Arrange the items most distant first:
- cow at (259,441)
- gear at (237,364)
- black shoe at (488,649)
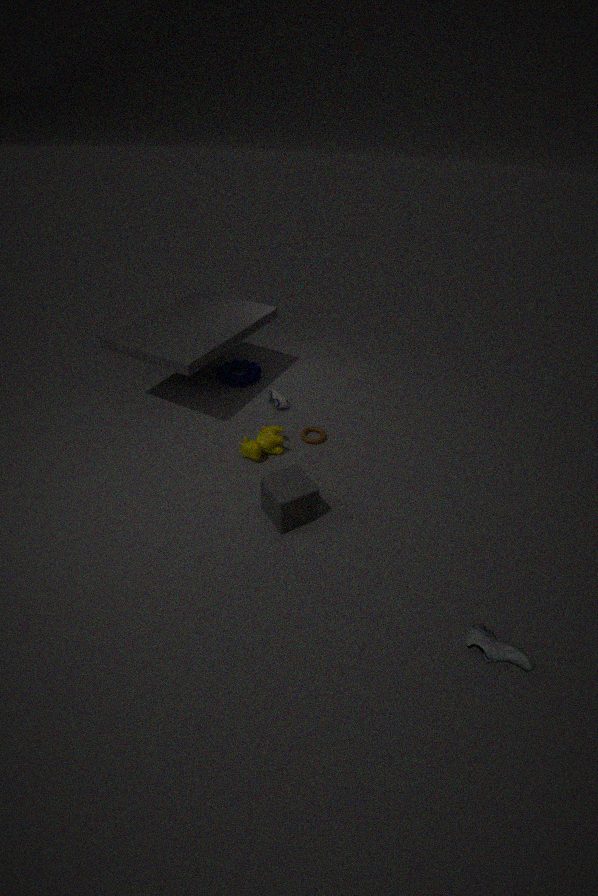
gear at (237,364) < cow at (259,441) < black shoe at (488,649)
